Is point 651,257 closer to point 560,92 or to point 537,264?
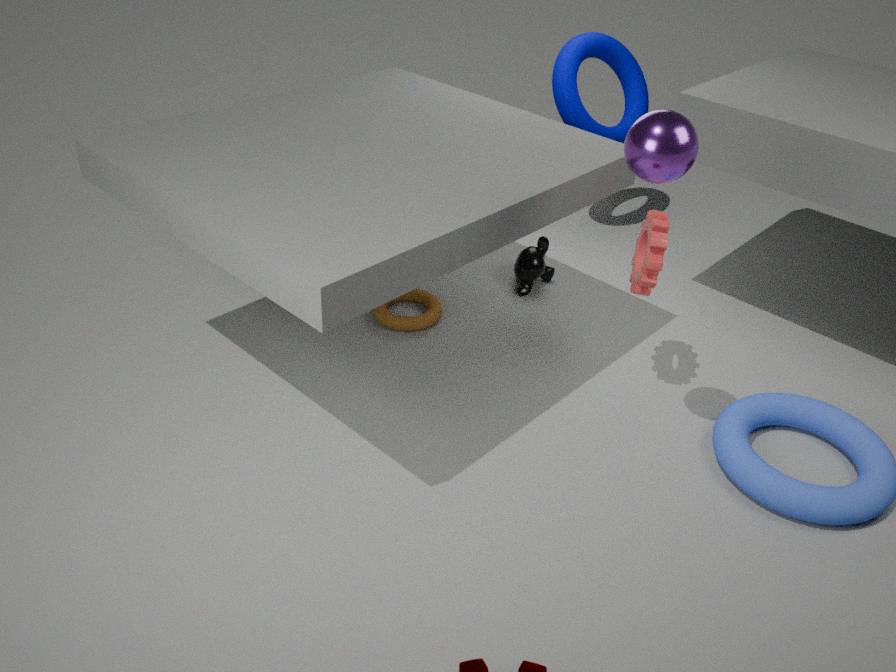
point 537,264
